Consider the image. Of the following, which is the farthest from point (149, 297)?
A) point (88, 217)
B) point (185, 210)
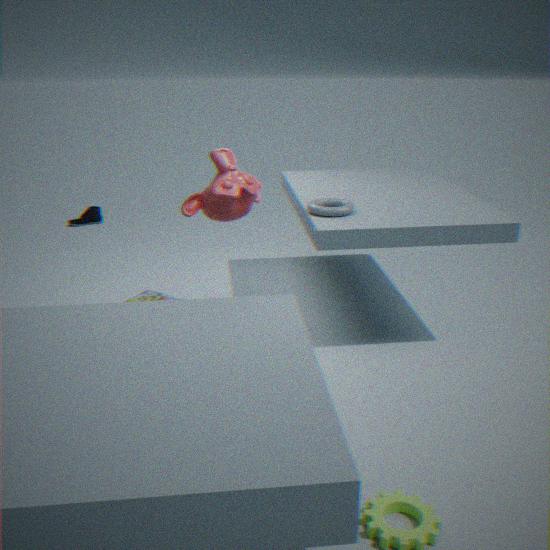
point (88, 217)
